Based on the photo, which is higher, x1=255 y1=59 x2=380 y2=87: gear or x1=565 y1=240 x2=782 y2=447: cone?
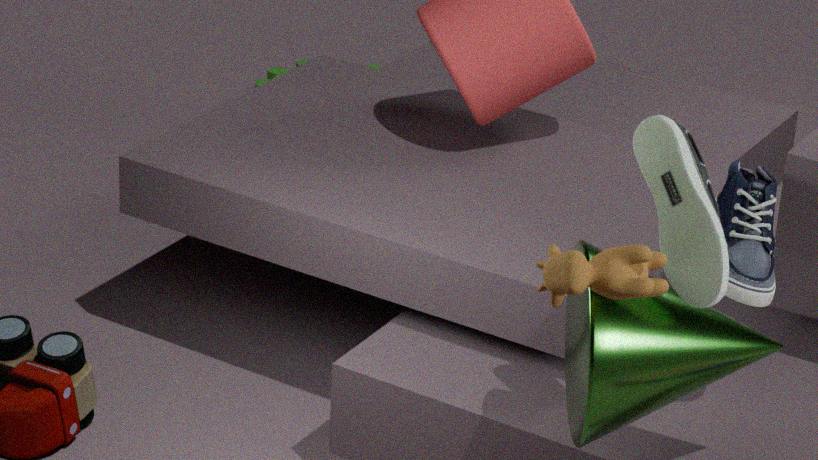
x1=565 y1=240 x2=782 y2=447: cone
